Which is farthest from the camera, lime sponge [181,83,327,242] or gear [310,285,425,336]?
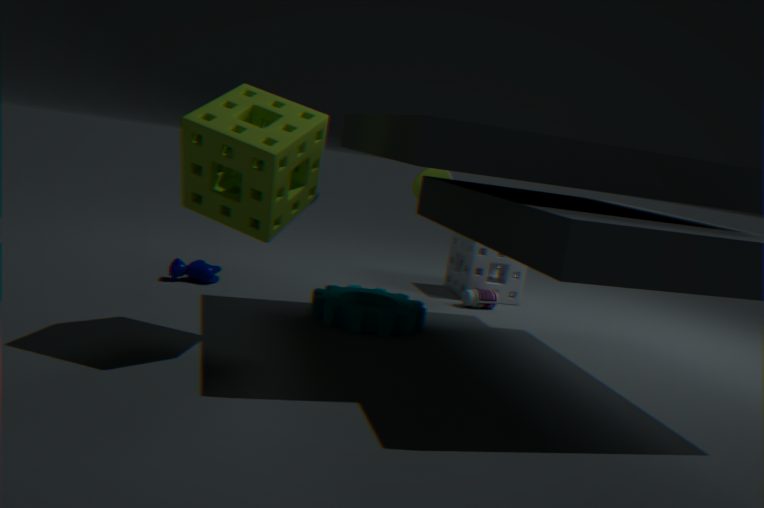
gear [310,285,425,336]
